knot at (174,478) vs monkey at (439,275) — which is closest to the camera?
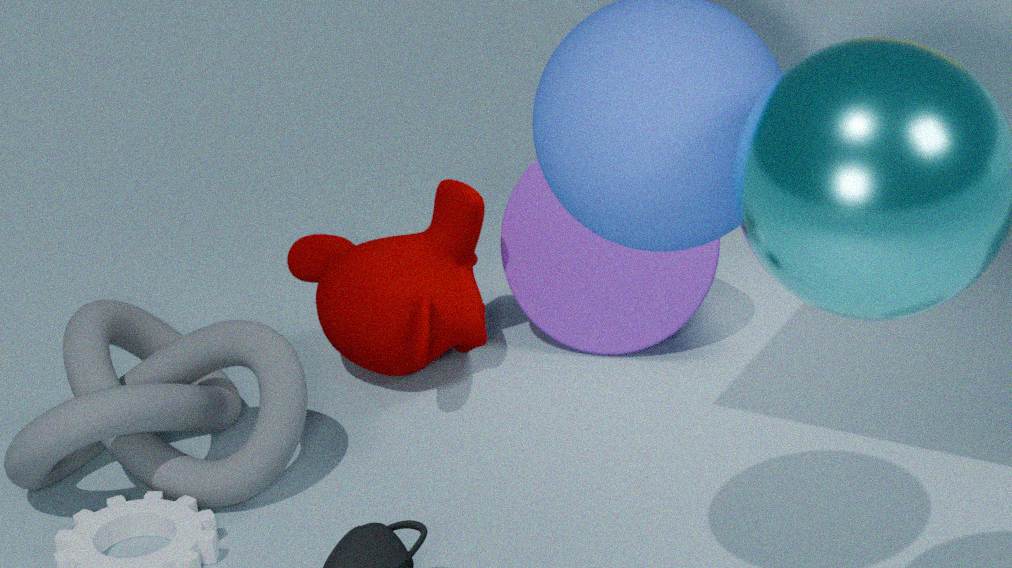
knot at (174,478)
